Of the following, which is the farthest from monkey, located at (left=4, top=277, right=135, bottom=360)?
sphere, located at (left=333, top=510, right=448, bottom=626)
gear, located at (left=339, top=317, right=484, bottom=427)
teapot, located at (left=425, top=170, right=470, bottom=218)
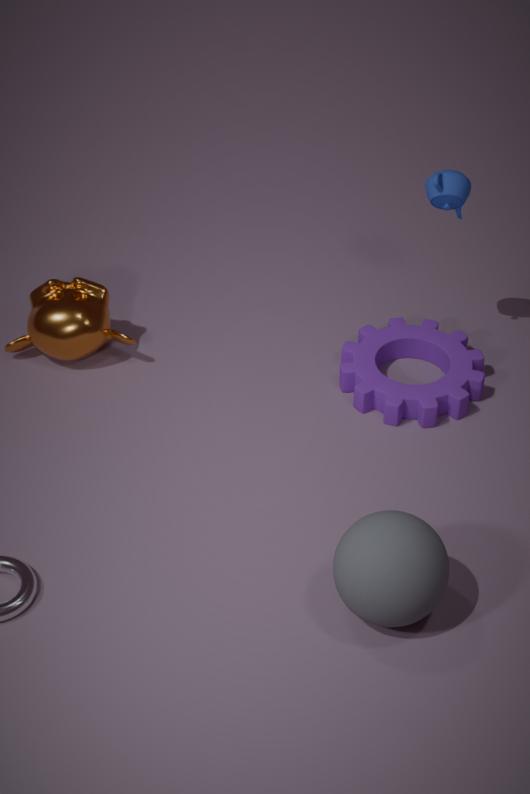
sphere, located at (left=333, top=510, right=448, bottom=626)
